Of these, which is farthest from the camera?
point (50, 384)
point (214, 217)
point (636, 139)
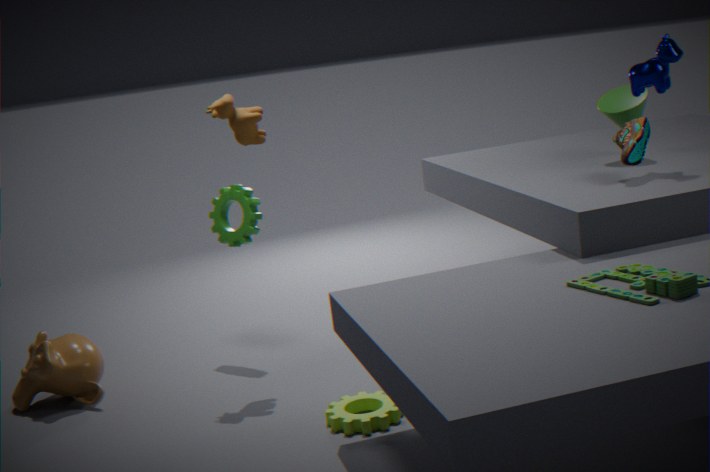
point (214, 217)
